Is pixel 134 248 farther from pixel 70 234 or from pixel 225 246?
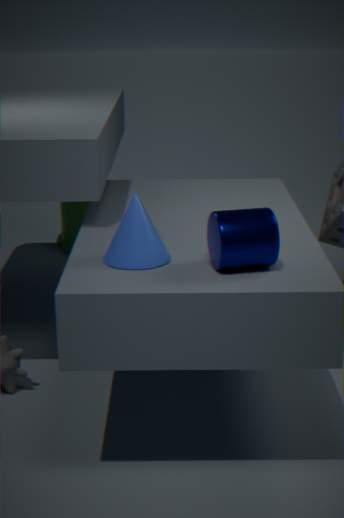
pixel 70 234
